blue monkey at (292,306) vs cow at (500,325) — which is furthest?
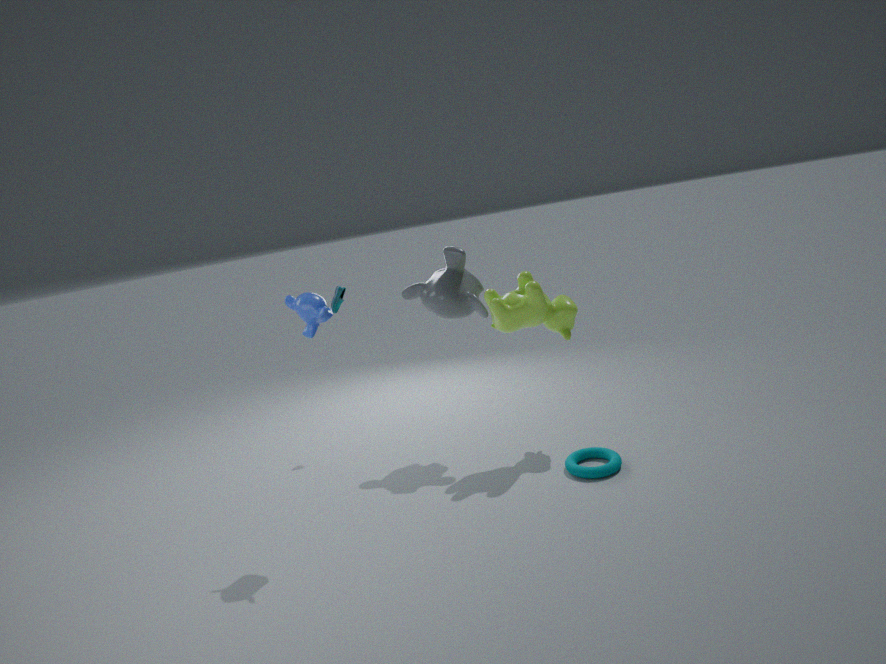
cow at (500,325)
